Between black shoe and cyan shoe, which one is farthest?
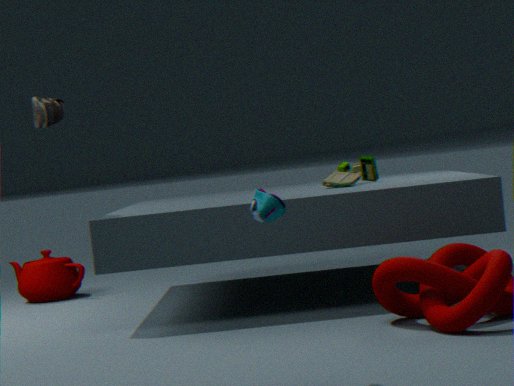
black shoe
